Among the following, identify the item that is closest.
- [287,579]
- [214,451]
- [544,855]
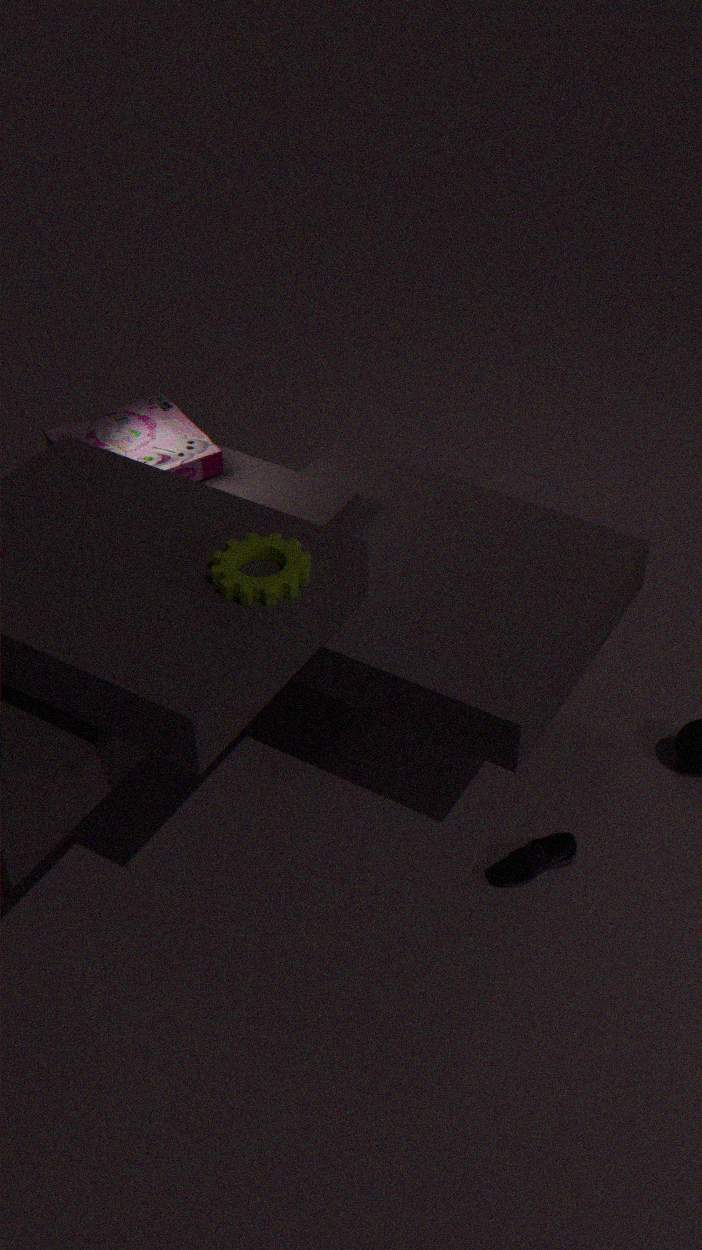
[287,579]
